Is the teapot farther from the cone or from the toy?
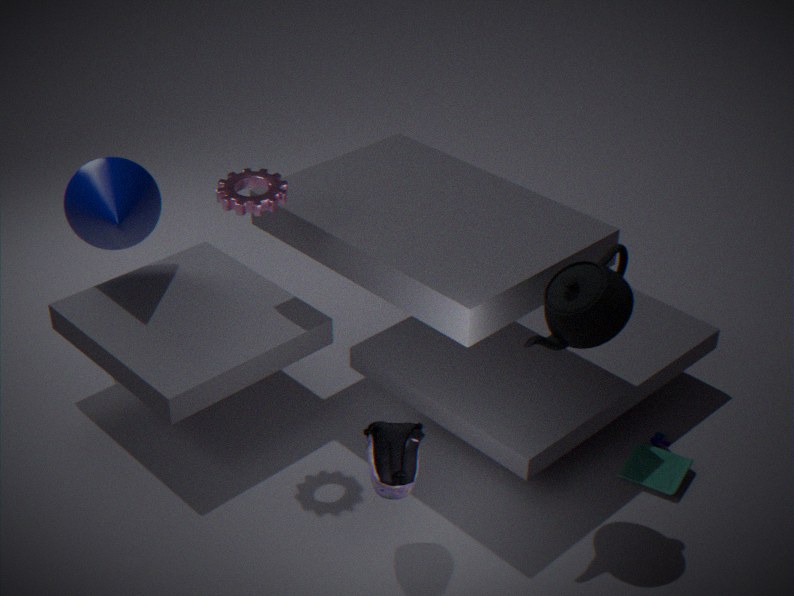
the cone
